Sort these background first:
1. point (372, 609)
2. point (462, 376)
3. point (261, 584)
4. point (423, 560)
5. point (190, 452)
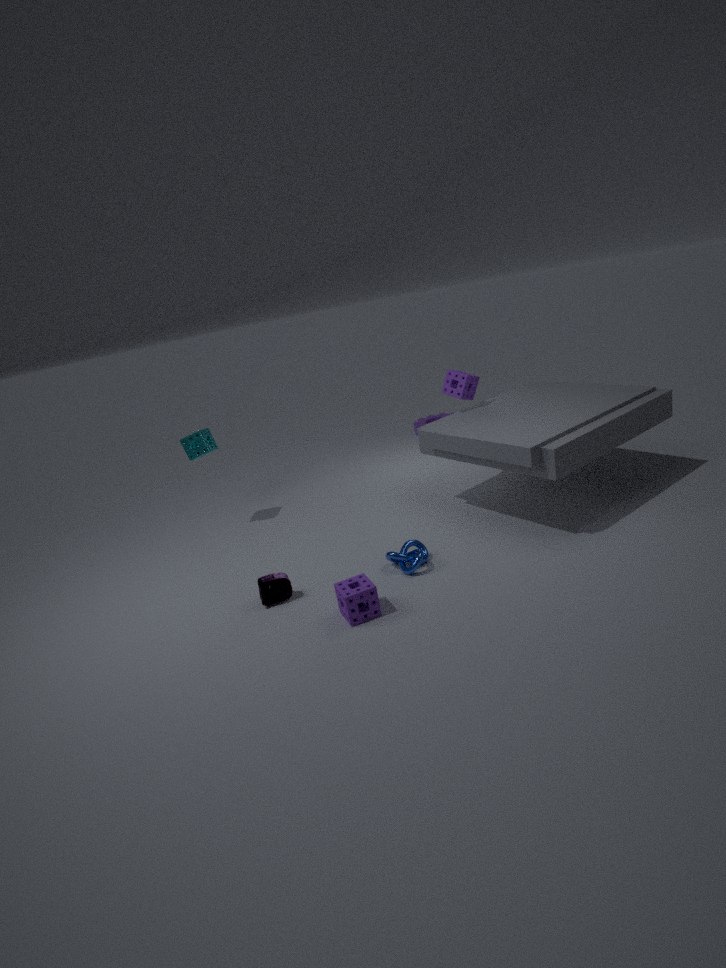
point (190, 452) → point (462, 376) → point (423, 560) → point (261, 584) → point (372, 609)
